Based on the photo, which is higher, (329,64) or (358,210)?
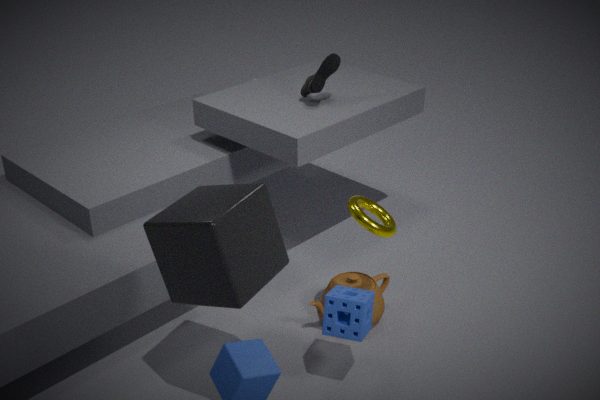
(329,64)
